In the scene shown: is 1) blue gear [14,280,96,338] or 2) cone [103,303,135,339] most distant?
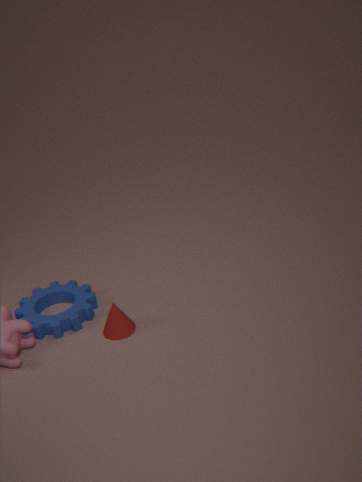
1. blue gear [14,280,96,338]
